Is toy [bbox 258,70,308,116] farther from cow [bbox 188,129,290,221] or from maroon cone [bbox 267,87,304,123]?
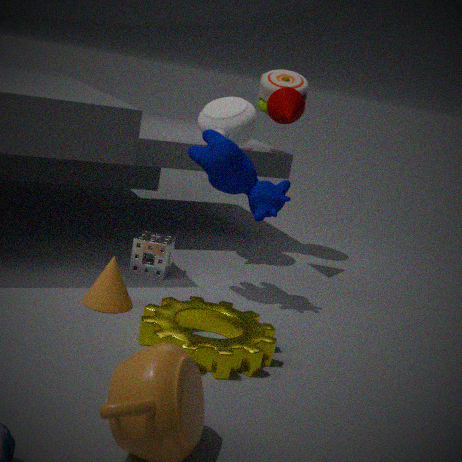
cow [bbox 188,129,290,221]
